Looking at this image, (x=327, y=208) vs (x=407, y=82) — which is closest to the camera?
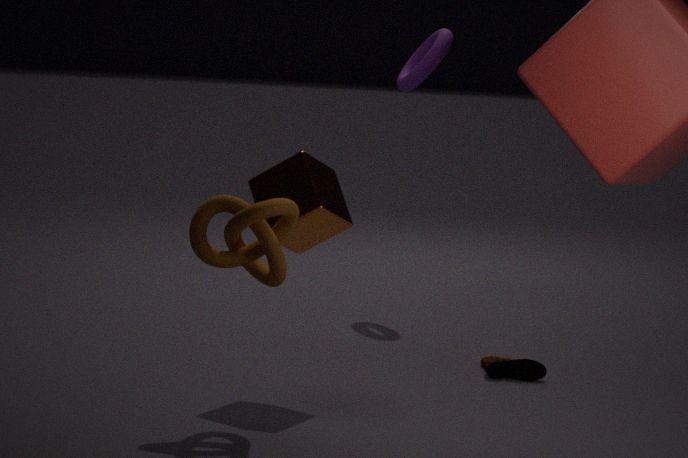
(x=327, y=208)
